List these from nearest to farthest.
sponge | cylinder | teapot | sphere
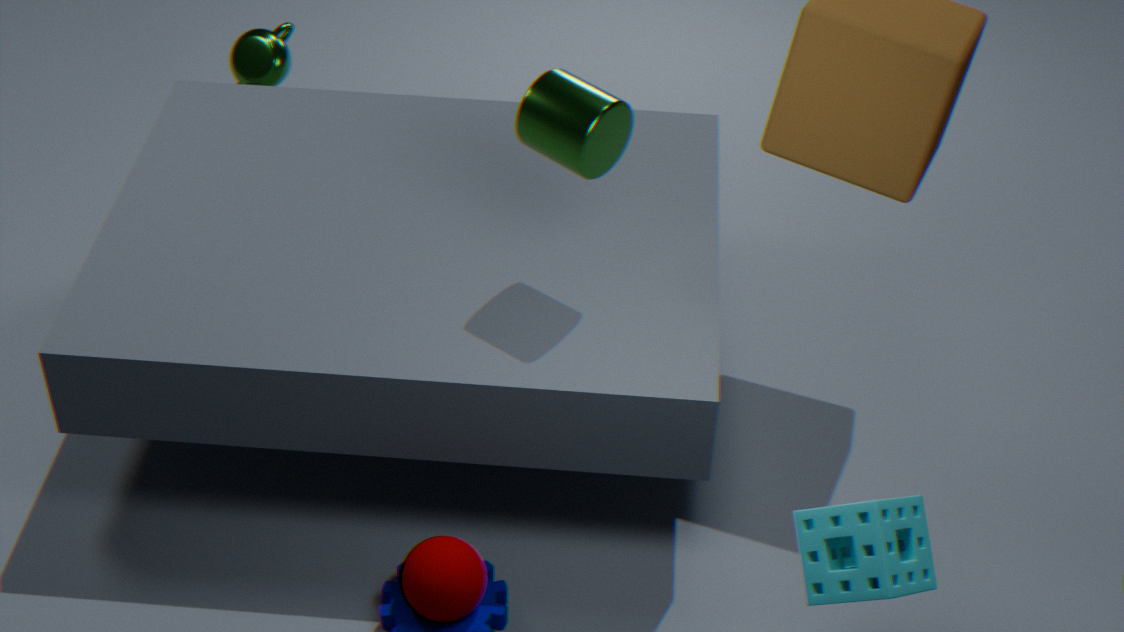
1. sponge
2. cylinder
3. sphere
4. teapot
